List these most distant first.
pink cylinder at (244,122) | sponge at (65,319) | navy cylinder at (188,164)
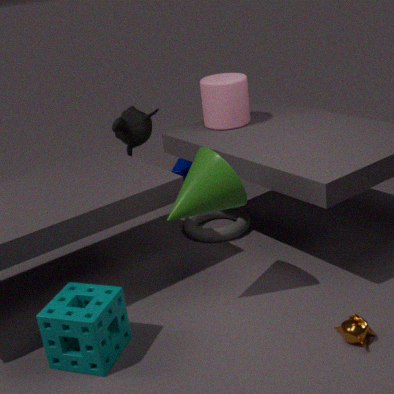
navy cylinder at (188,164)
pink cylinder at (244,122)
sponge at (65,319)
